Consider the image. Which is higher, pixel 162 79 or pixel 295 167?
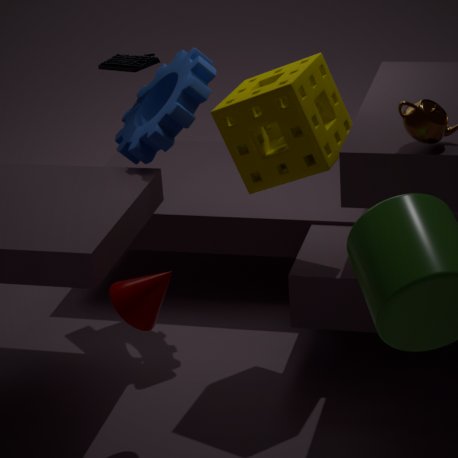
pixel 295 167
